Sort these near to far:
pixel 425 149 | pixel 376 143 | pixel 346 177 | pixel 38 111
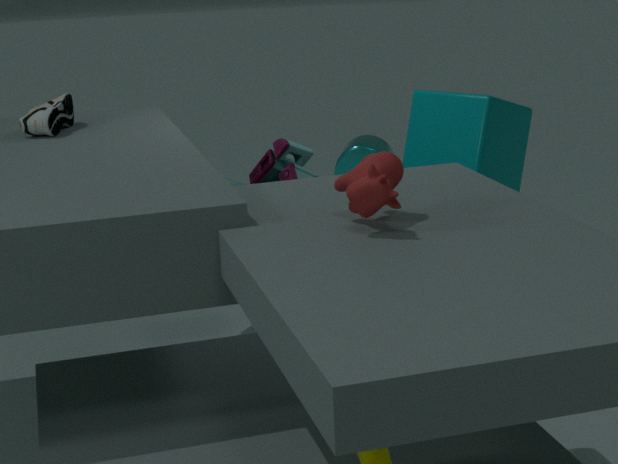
pixel 346 177 < pixel 38 111 < pixel 425 149 < pixel 376 143
